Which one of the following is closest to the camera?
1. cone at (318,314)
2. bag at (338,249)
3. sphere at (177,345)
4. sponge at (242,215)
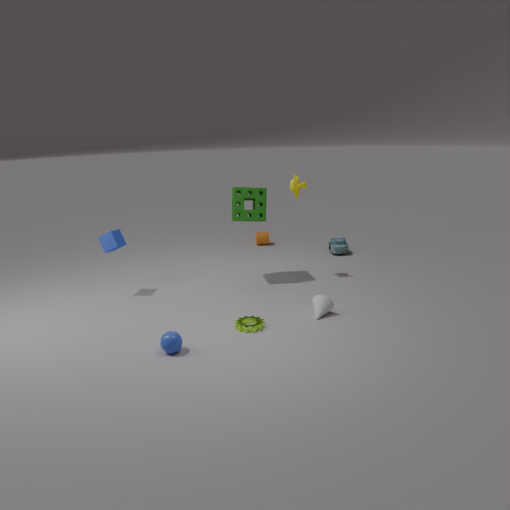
sphere at (177,345)
